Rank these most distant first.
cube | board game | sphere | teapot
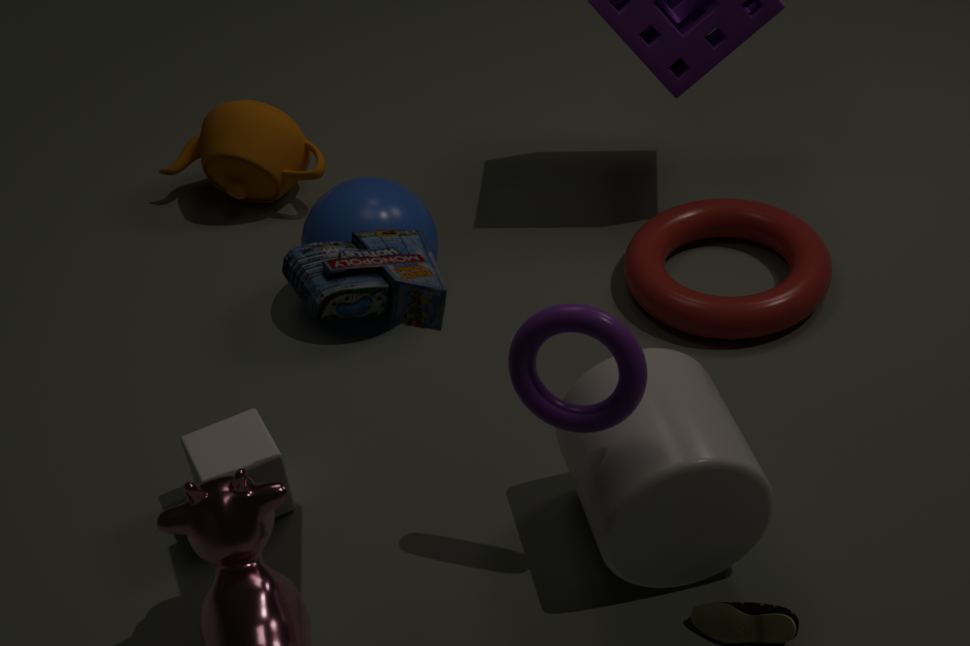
1. teapot
2. sphere
3. cube
4. board game
